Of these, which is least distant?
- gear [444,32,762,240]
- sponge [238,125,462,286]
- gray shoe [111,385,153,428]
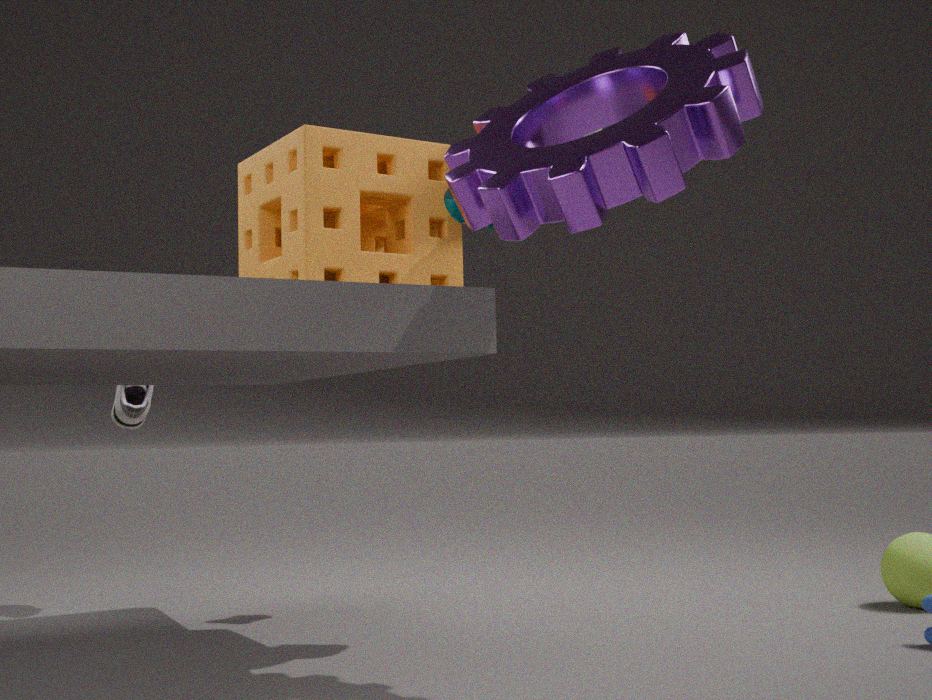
gear [444,32,762,240]
